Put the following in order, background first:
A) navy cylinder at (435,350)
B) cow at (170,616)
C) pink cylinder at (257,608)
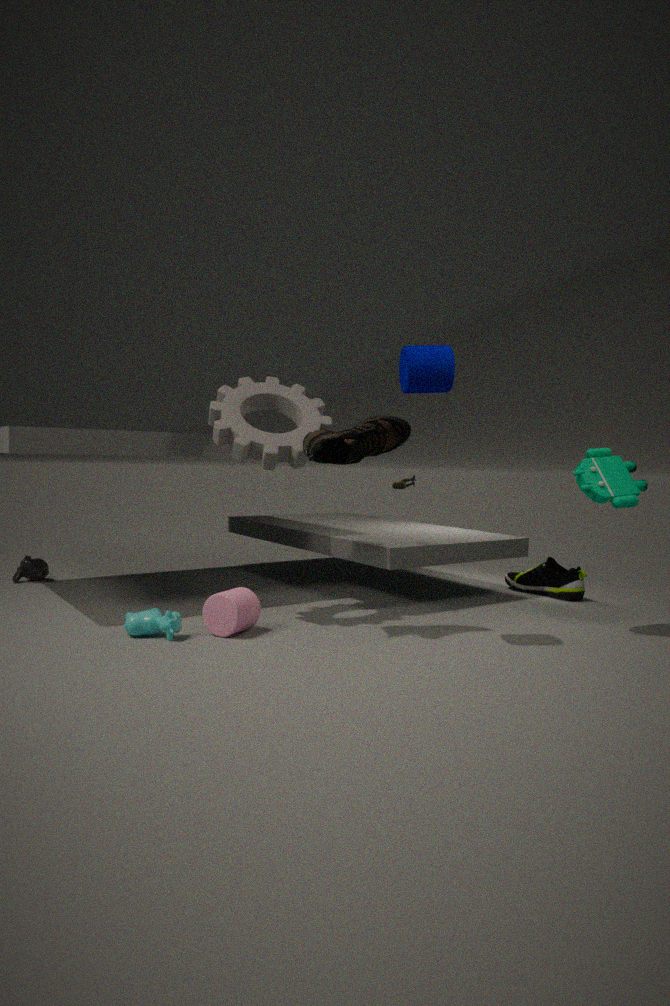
pink cylinder at (257,608) → cow at (170,616) → navy cylinder at (435,350)
